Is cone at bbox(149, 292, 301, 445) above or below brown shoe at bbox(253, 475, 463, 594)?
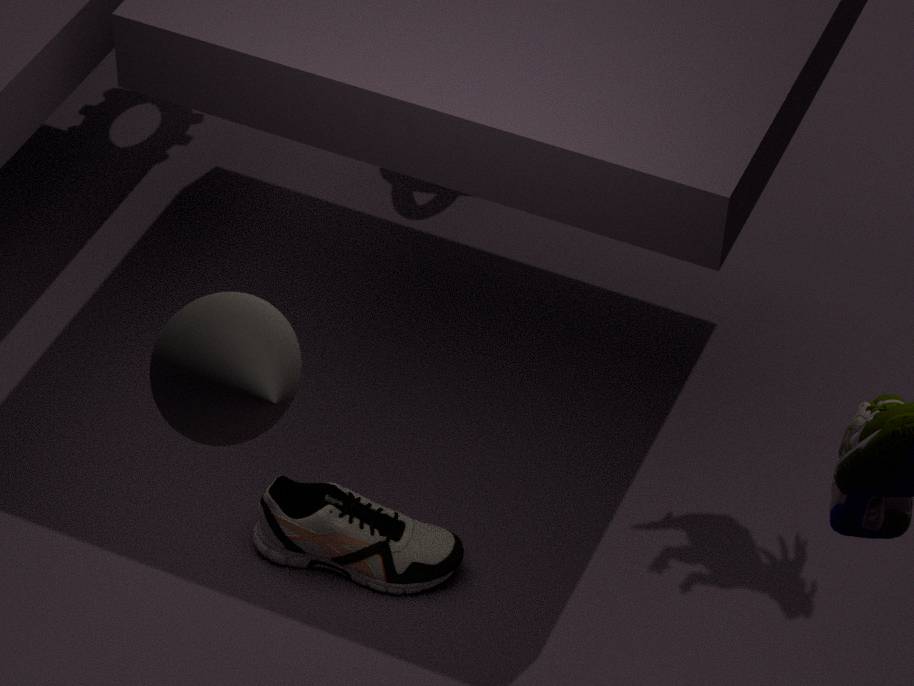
above
